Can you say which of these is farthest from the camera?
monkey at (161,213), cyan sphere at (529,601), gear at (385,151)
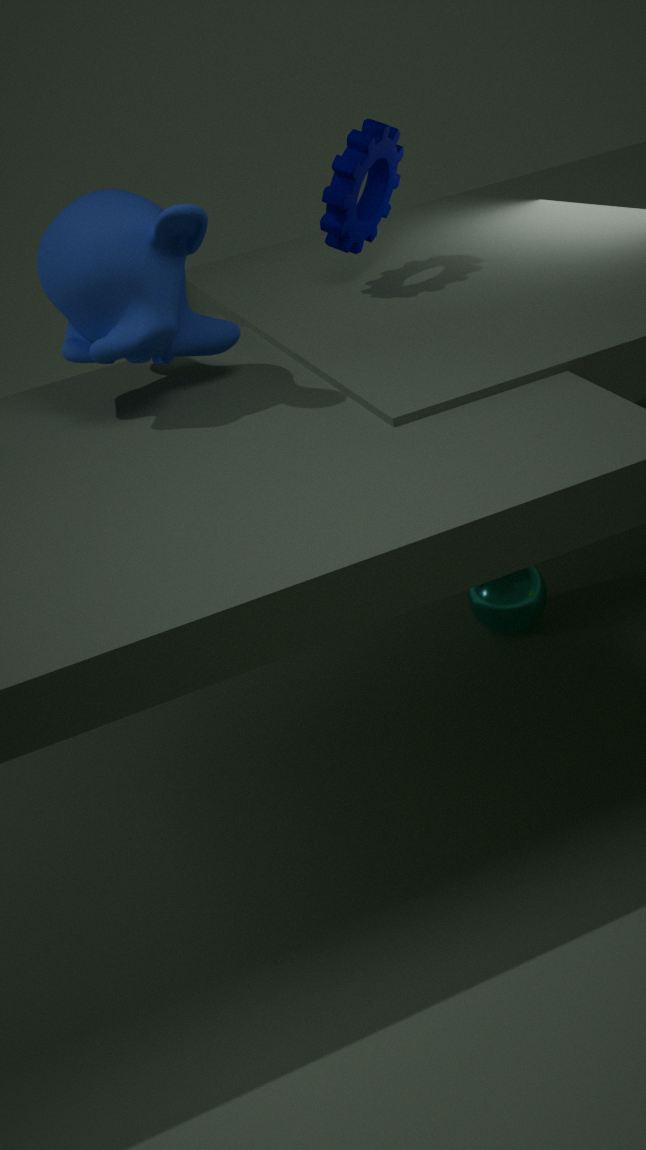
cyan sphere at (529,601)
